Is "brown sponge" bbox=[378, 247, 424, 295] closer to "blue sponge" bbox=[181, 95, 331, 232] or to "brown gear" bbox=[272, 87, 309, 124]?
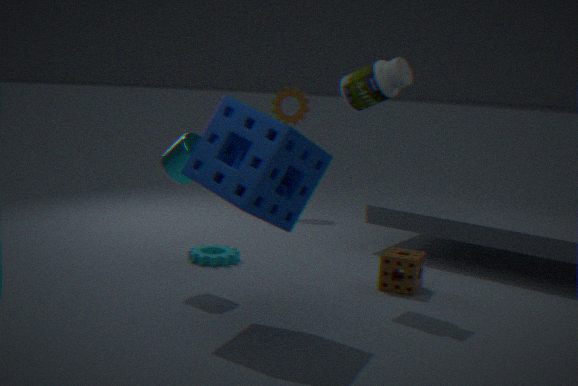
"blue sponge" bbox=[181, 95, 331, 232]
